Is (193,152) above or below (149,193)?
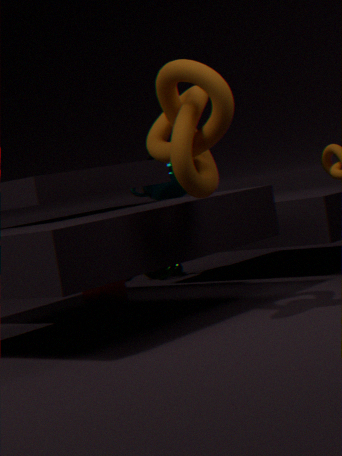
above
